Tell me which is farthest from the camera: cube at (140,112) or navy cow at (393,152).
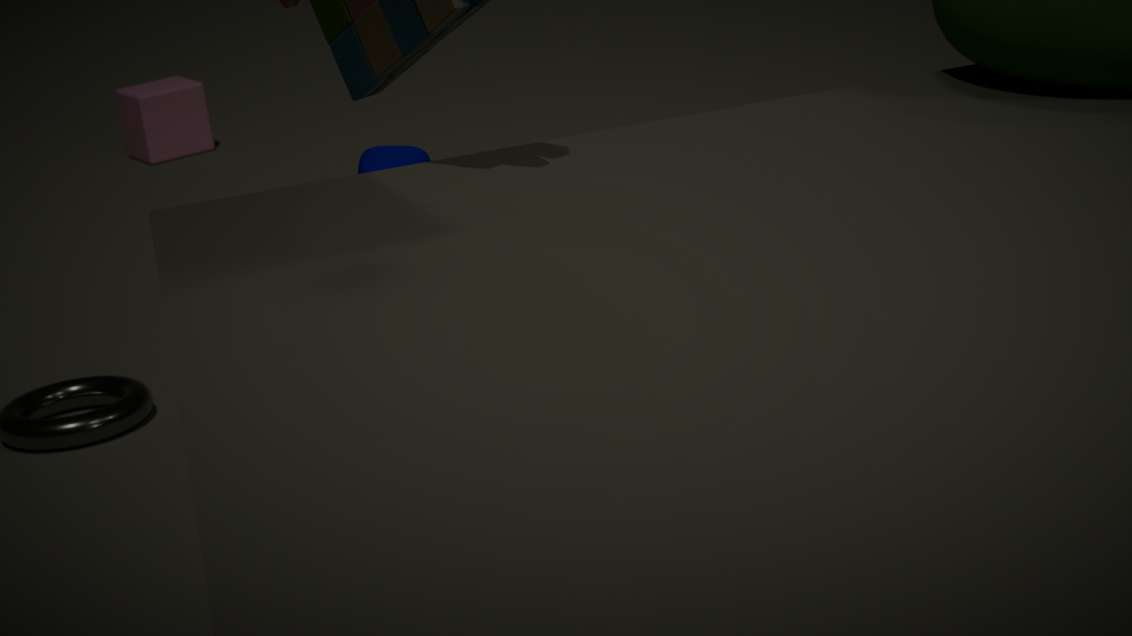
cube at (140,112)
